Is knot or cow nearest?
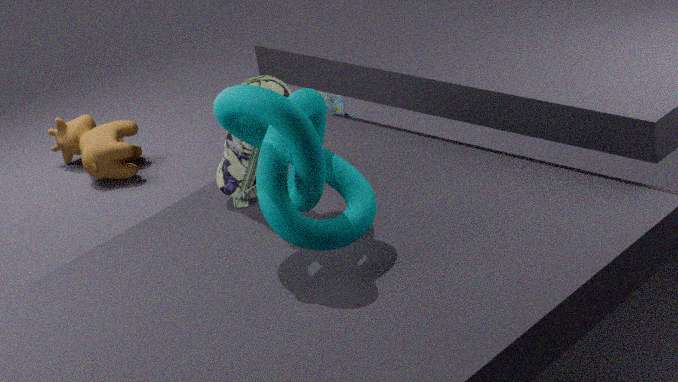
knot
